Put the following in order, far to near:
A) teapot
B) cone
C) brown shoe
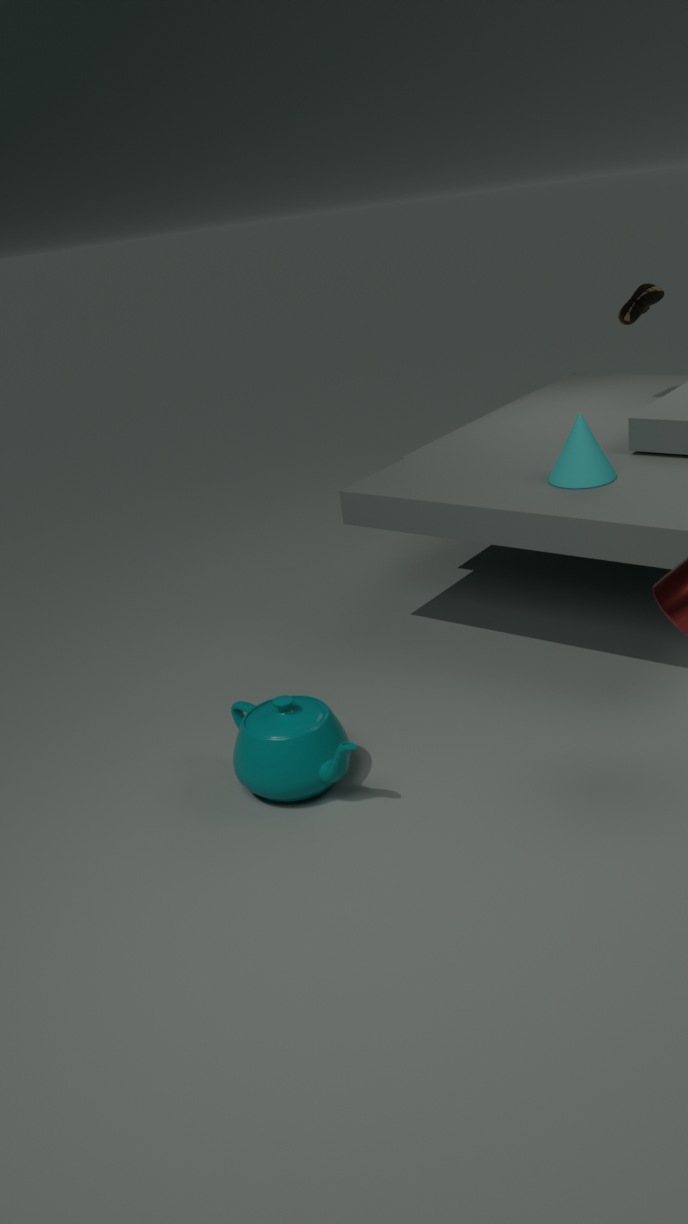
brown shoe
cone
teapot
